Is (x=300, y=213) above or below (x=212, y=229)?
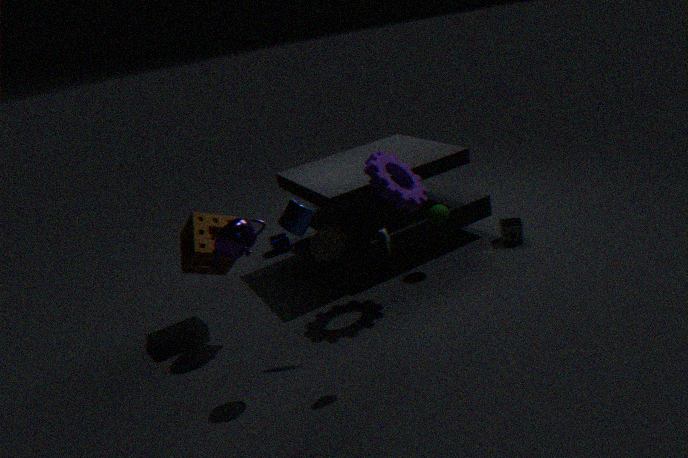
above
